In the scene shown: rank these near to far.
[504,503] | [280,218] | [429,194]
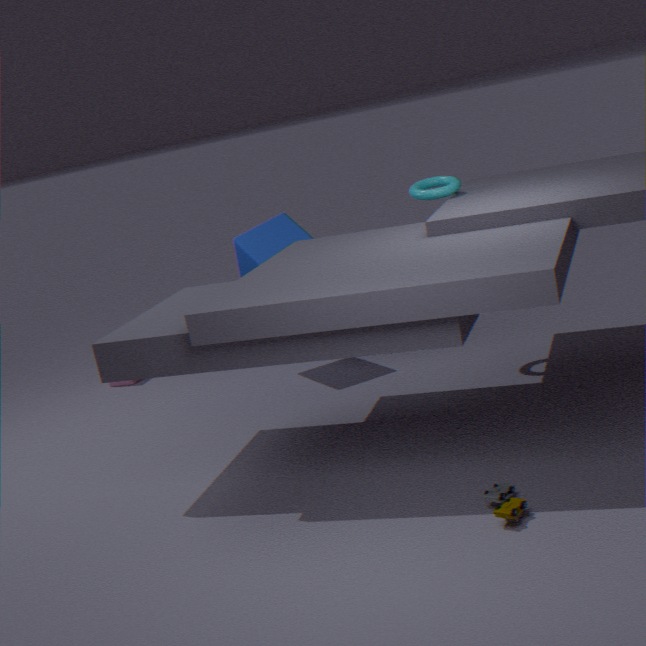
[504,503], [429,194], [280,218]
